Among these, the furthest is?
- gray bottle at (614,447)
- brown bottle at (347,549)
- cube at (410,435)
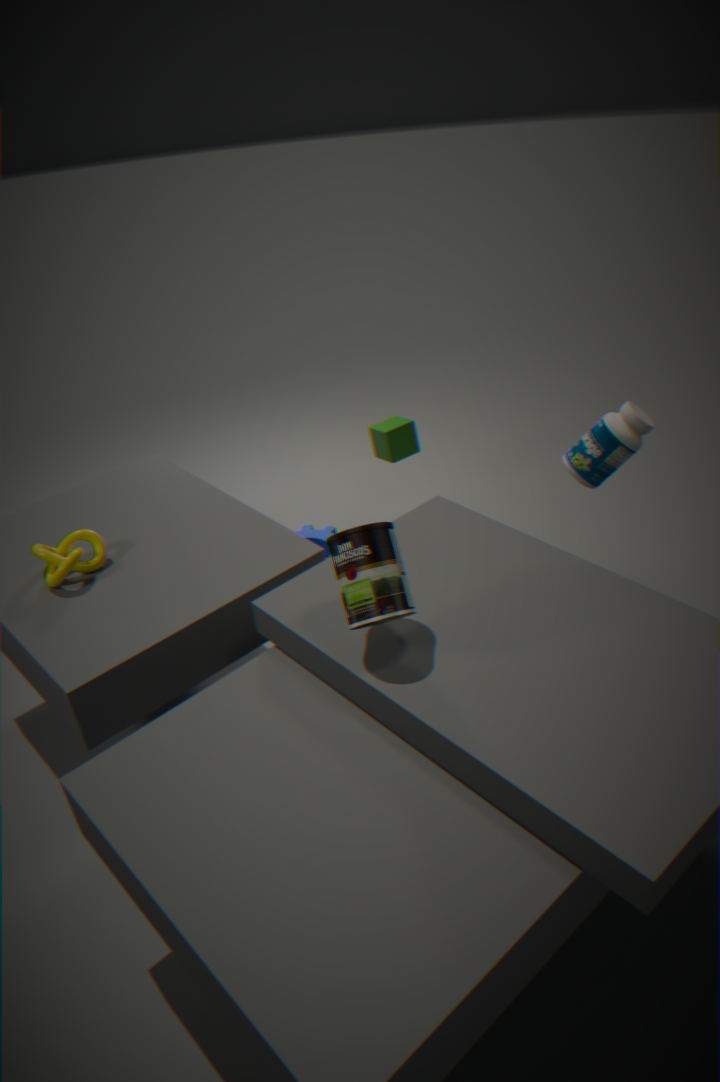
cube at (410,435)
